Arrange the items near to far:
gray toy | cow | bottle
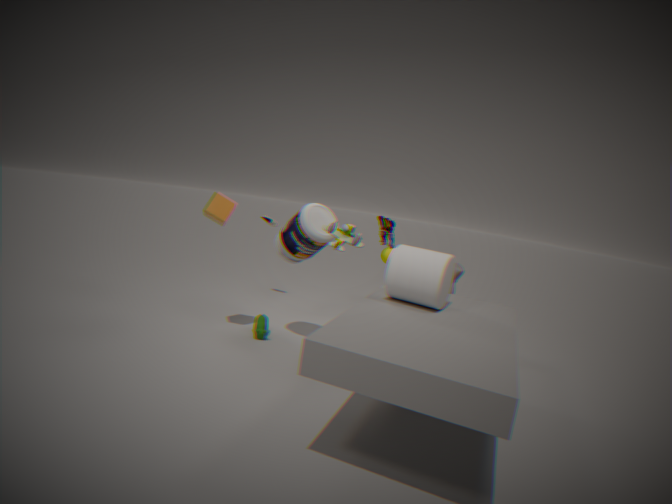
gray toy < bottle < cow
